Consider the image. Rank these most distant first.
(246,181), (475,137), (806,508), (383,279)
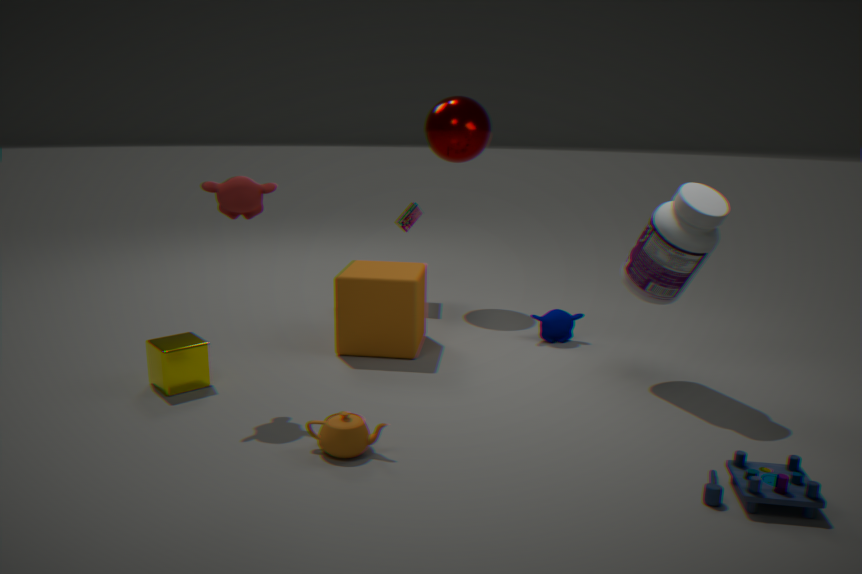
(475,137)
(383,279)
(246,181)
(806,508)
